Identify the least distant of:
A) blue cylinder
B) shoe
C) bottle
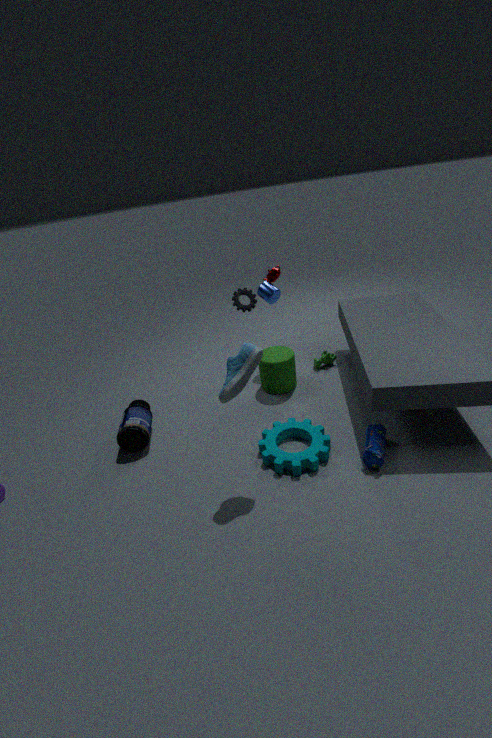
shoe
